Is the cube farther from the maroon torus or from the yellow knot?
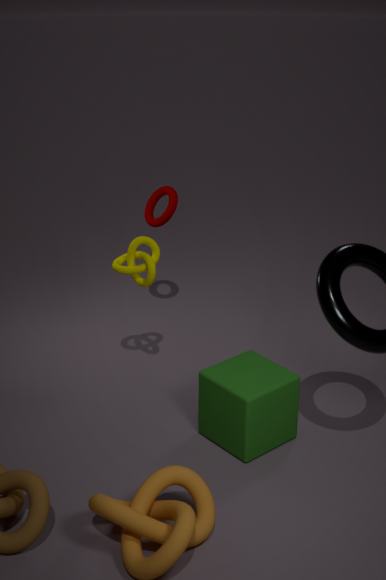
the maroon torus
